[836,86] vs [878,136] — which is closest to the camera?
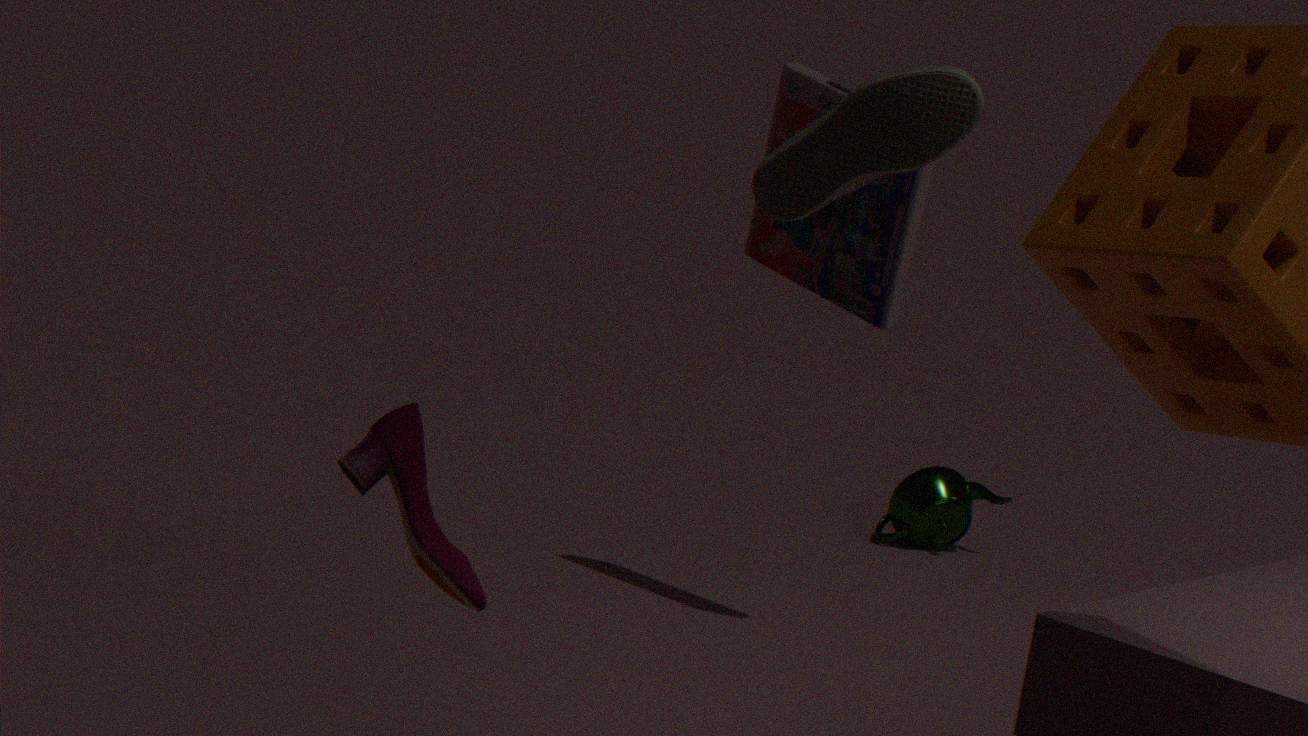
[878,136]
